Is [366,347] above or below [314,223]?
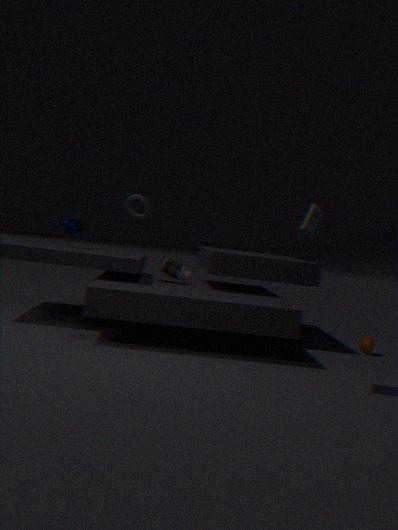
below
